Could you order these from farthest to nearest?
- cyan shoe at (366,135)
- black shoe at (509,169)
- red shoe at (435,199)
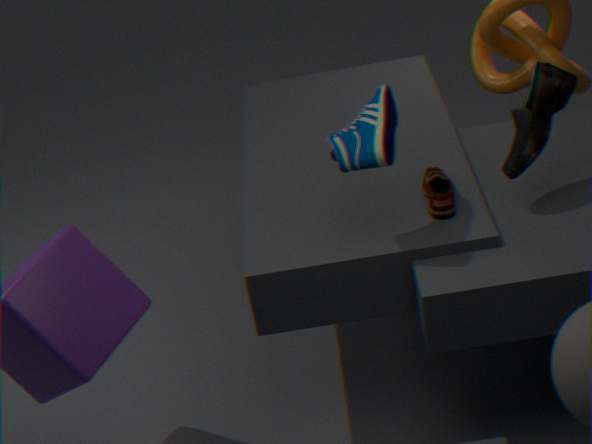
red shoe at (435,199), black shoe at (509,169), cyan shoe at (366,135)
